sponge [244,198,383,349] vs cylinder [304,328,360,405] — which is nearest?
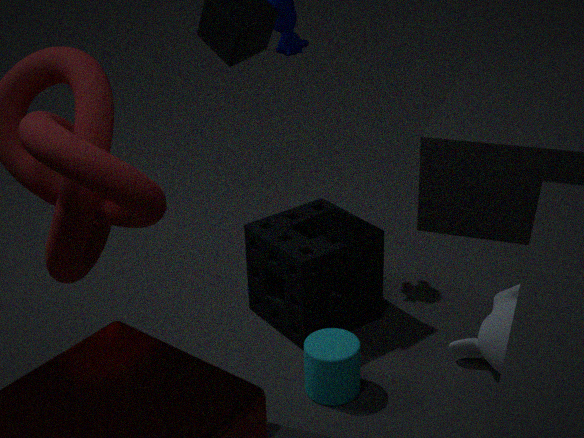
cylinder [304,328,360,405]
